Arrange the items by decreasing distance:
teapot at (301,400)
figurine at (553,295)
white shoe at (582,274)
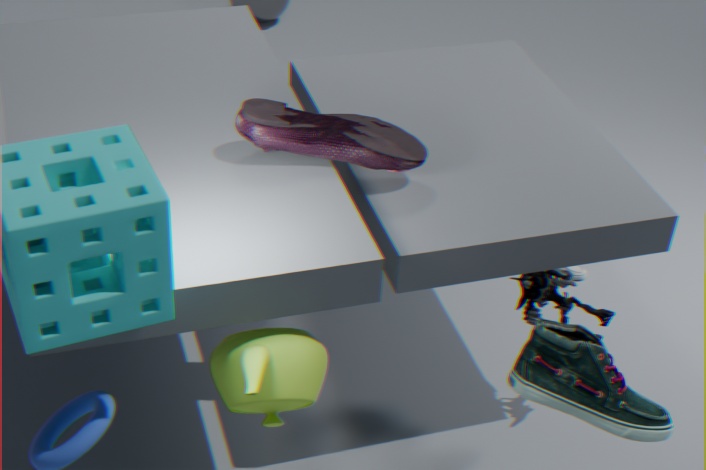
1. white shoe at (582,274)
2. figurine at (553,295)
3. teapot at (301,400)
